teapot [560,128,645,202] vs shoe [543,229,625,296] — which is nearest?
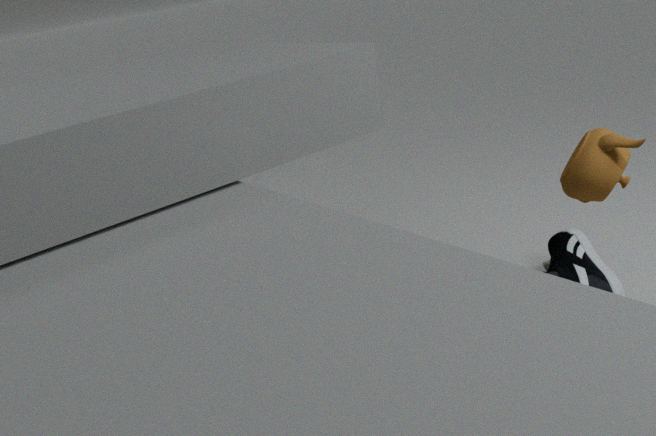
teapot [560,128,645,202]
